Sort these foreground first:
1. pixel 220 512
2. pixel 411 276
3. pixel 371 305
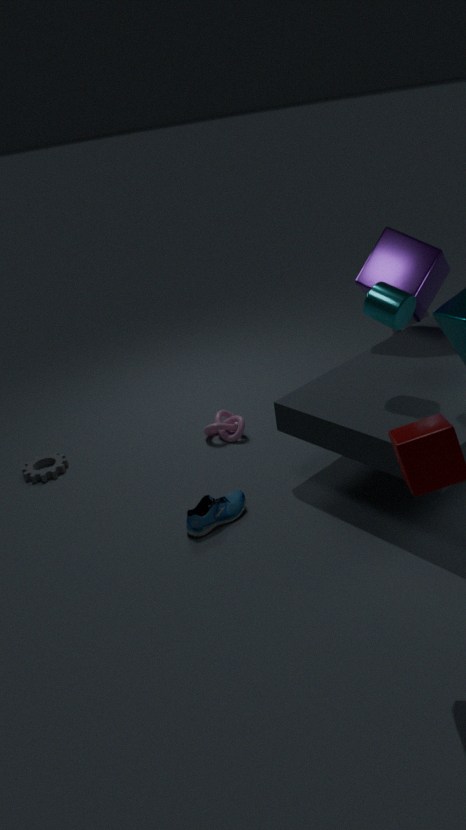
pixel 371 305 → pixel 220 512 → pixel 411 276
